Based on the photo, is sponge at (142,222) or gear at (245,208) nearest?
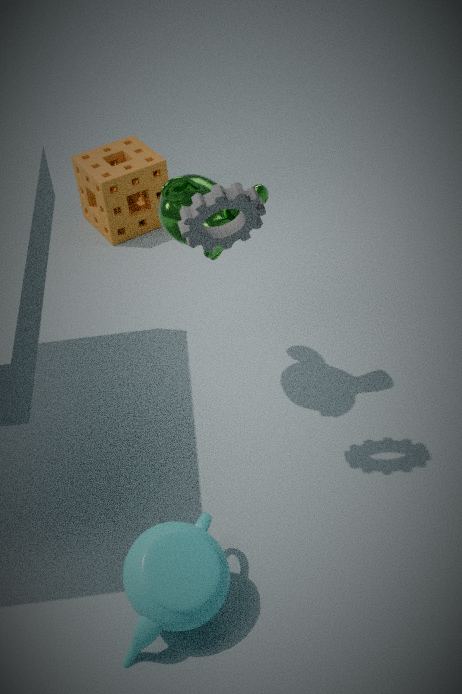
gear at (245,208)
